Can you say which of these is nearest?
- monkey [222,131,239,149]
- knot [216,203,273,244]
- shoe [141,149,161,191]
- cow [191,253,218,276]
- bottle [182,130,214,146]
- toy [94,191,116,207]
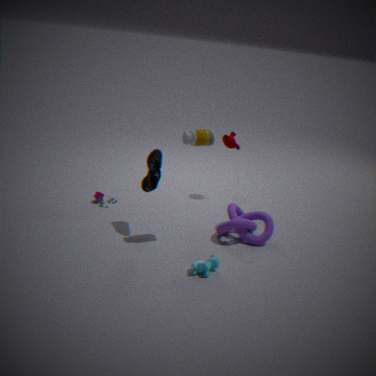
cow [191,253,218,276]
